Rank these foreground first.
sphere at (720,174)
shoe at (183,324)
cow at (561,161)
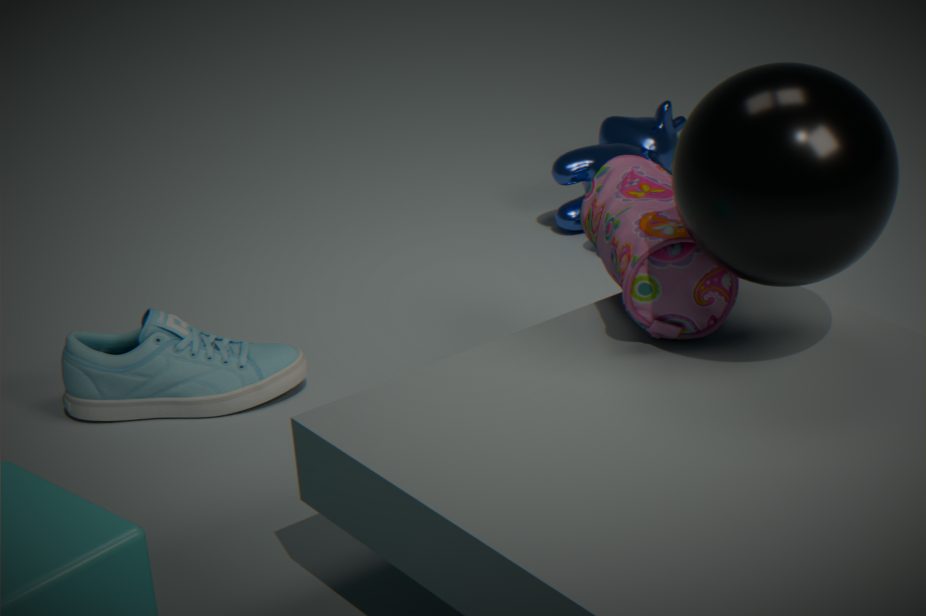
sphere at (720,174), shoe at (183,324), cow at (561,161)
